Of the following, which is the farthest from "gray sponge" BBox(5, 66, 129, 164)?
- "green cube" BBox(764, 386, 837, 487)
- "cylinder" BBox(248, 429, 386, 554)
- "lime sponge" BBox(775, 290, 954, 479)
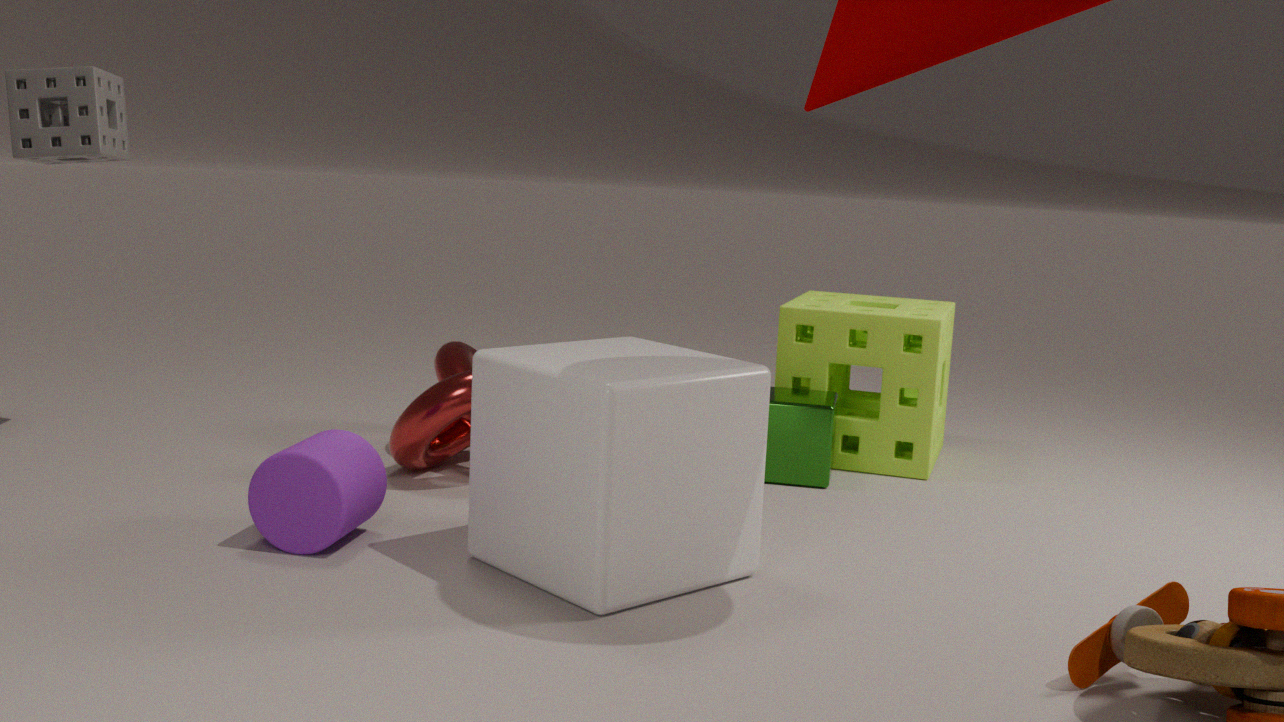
"lime sponge" BBox(775, 290, 954, 479)
